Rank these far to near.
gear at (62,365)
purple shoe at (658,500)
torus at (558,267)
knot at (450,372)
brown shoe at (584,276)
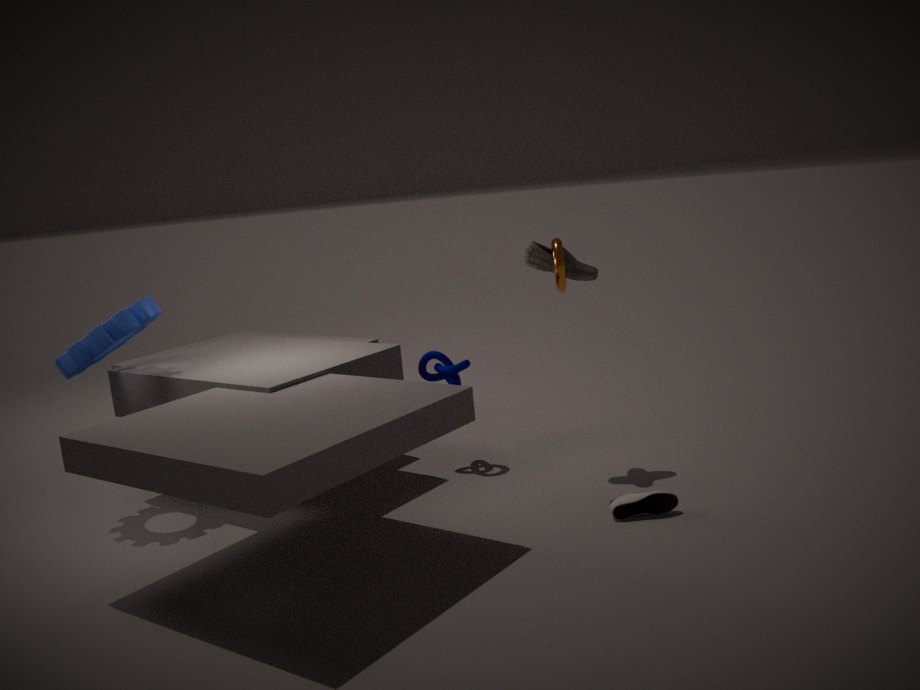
knot at (450,372), brown shoe at (584,276), torus at (558,267), gear at (62,365), purple shoe at (658,500)
